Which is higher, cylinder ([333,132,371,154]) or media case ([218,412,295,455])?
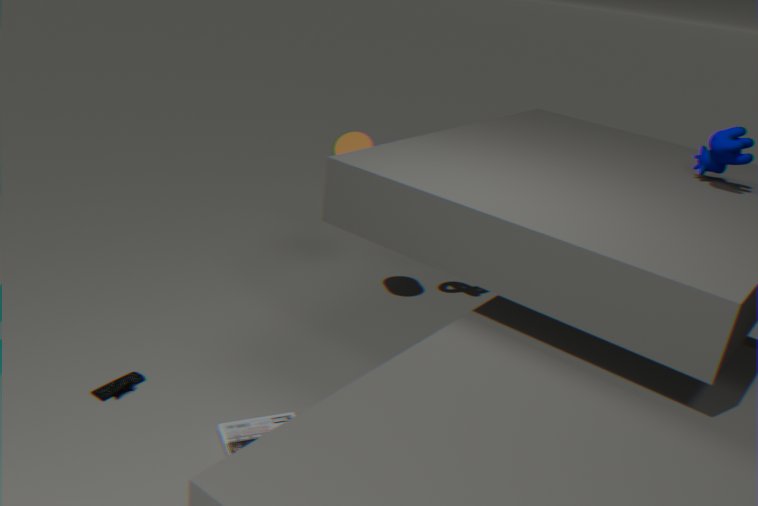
cylinder ([333,132,371,154])
